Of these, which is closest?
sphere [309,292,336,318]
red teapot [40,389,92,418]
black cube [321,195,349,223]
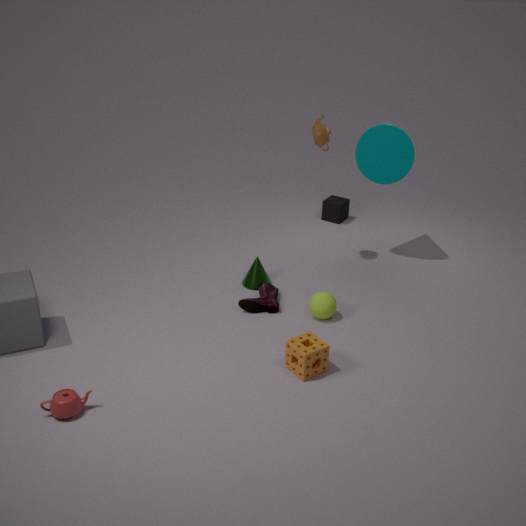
red teapot [40,389,92,418]
